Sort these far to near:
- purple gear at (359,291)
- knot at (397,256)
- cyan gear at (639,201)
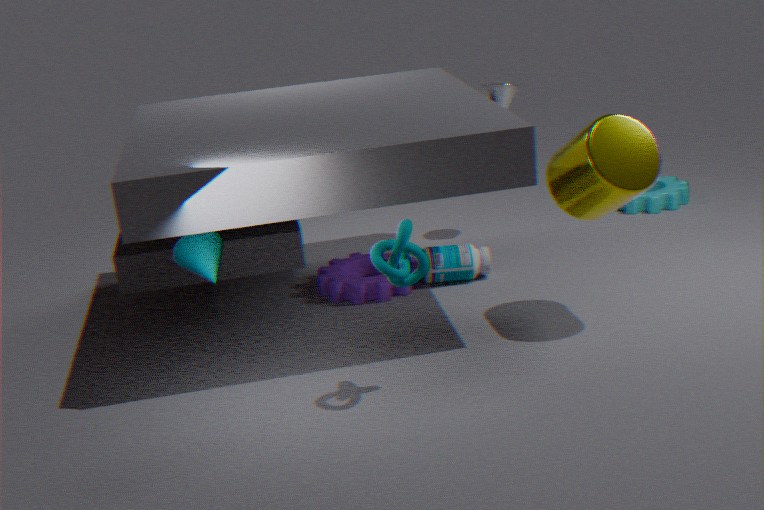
cyan gear at (639,201)
purple gear at (359,291)
knot at (397,256)
